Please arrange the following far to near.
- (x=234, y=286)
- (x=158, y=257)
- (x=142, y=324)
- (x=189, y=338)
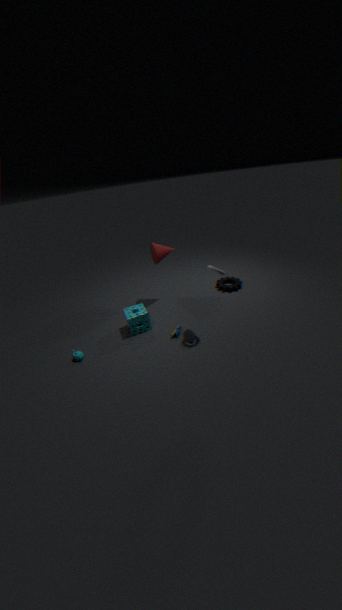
1. (x=234, y=286)
2. (x=158, y=257)
3. (x=142, y=324)
4. (x=189, y=338)
